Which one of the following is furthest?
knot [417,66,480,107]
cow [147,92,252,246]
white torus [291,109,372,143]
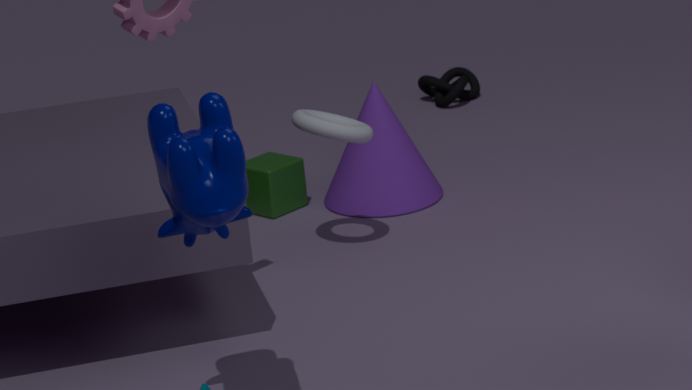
knot [417,66,480,107]
